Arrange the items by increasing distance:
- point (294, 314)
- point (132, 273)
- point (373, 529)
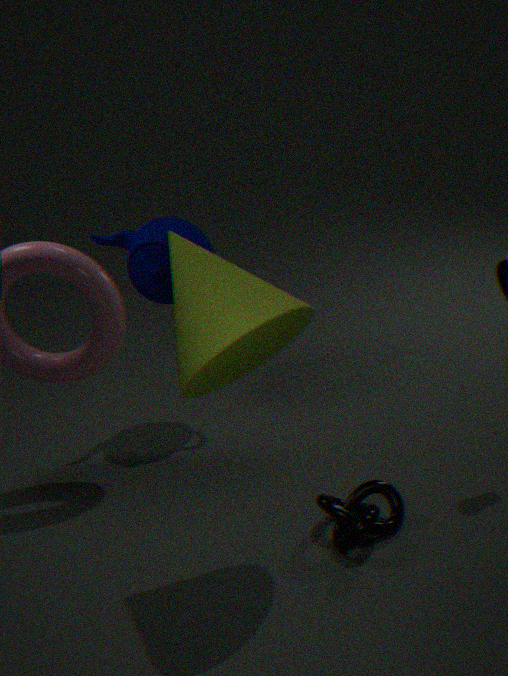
point (294, 314)
point (373, 529)
point (132, 273)
